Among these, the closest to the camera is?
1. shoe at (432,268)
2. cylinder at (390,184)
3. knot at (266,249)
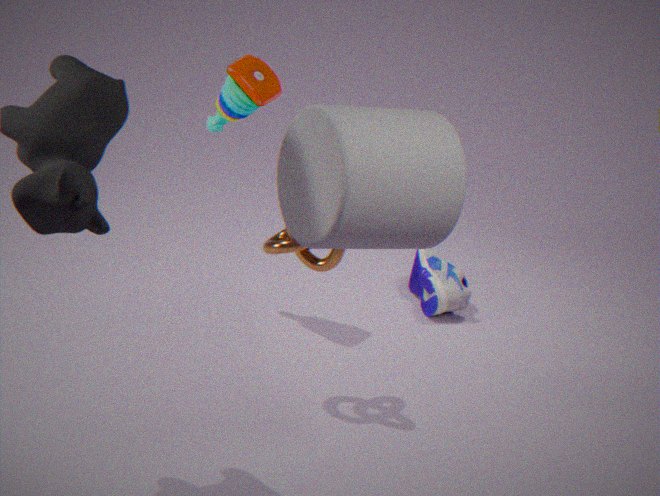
cylinder at (390,184)
